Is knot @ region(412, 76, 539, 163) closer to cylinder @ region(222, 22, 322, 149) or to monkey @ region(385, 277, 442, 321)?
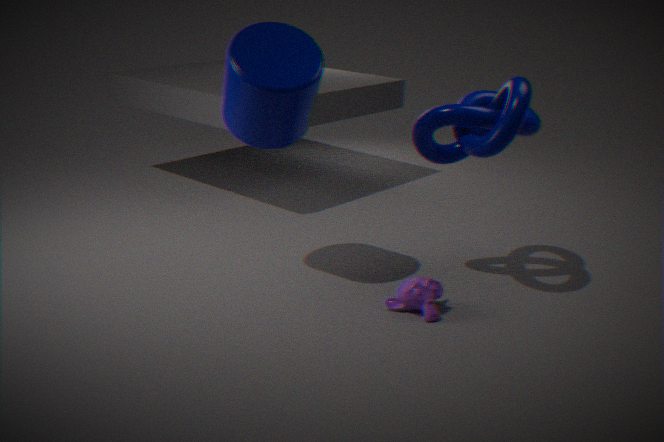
cylinder @ region(222, 22, 322, 149)
